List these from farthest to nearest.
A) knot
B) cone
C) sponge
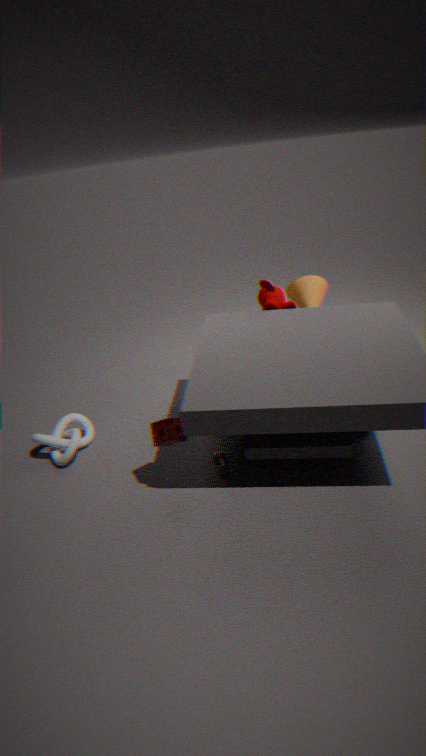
1. cone
2. knot
3. sponge
